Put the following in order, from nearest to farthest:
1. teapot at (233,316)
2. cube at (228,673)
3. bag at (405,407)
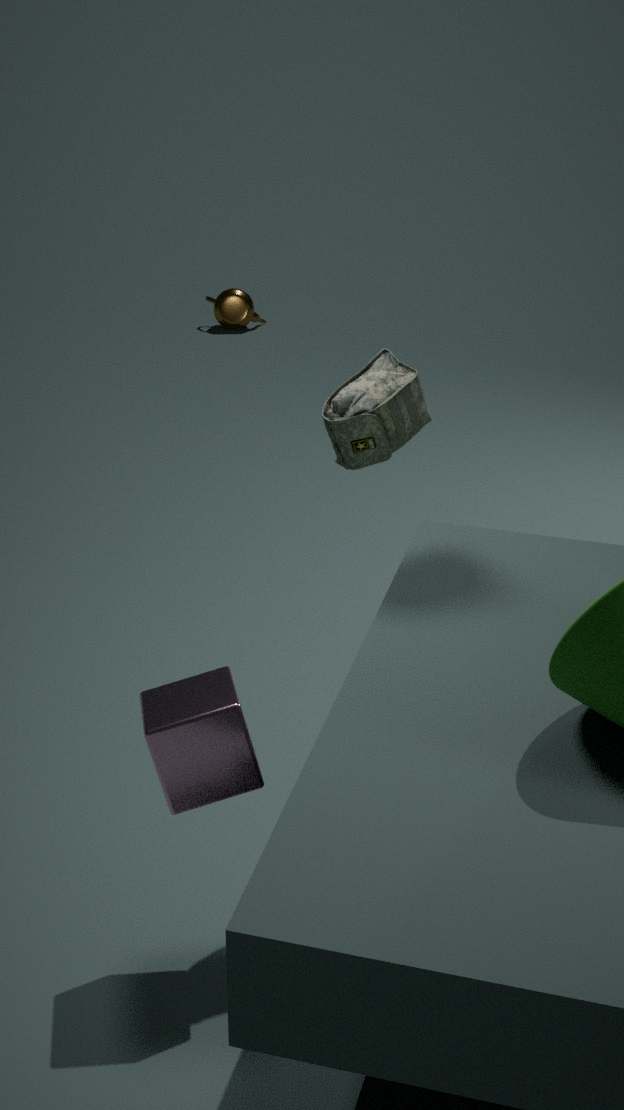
1. cube at (228,673)
2. bag at (405,407)
3. teapot at (233,316)
